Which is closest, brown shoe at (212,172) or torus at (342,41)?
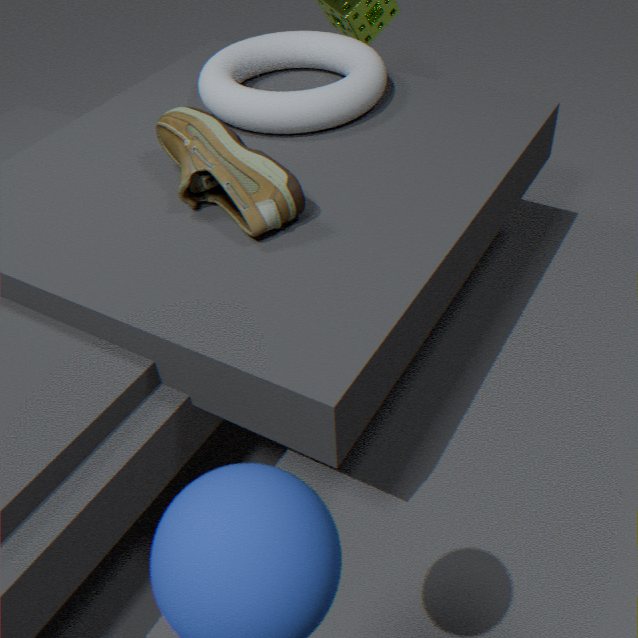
brown shoe at (212,172)
